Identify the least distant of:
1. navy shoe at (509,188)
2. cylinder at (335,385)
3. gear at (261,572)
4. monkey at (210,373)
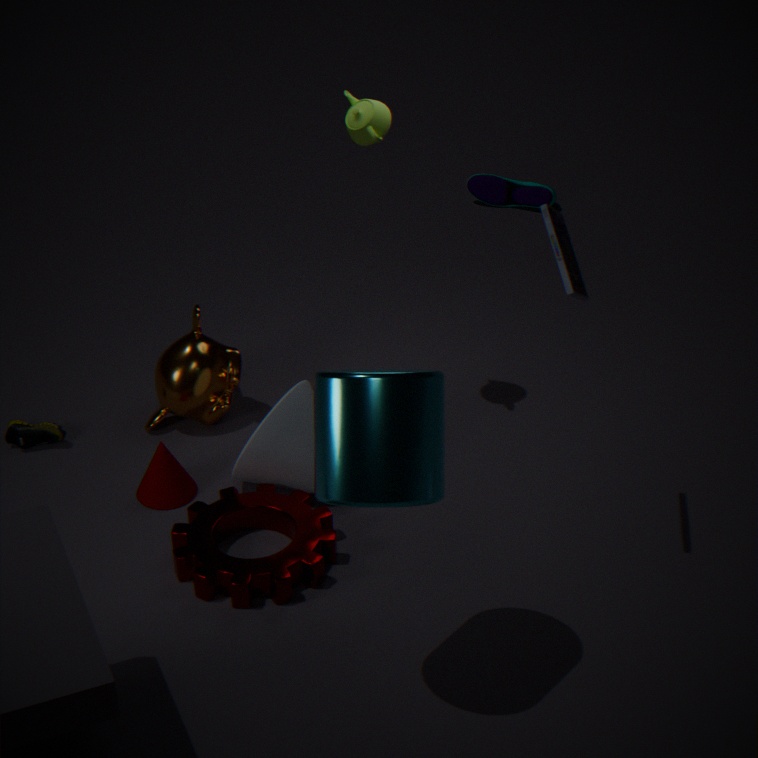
cylinder at (335,385)
